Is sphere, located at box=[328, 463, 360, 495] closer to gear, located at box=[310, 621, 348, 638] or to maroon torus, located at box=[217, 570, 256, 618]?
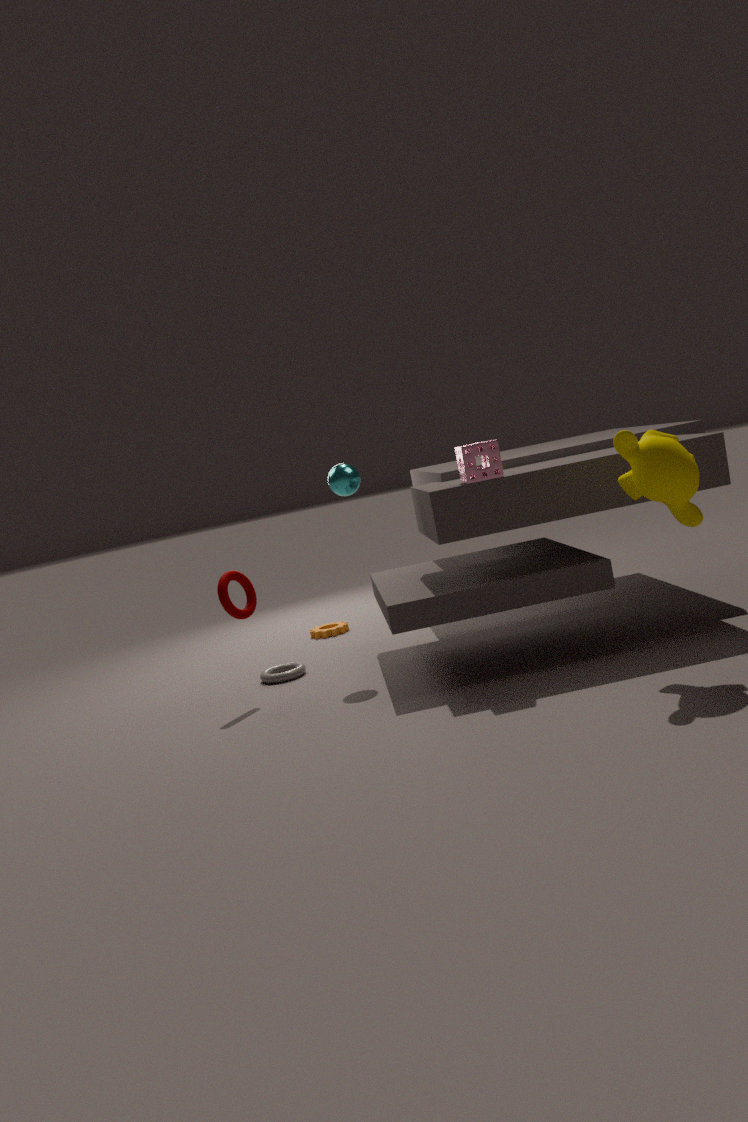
maroon torus, located at box=[217, 570, 256, 618]
